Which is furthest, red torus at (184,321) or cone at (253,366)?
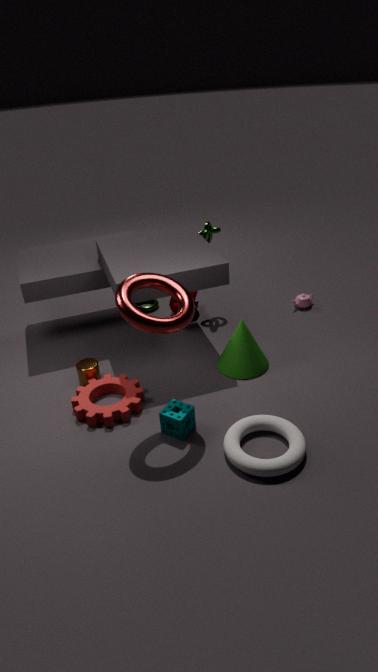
cone at (253,366)
